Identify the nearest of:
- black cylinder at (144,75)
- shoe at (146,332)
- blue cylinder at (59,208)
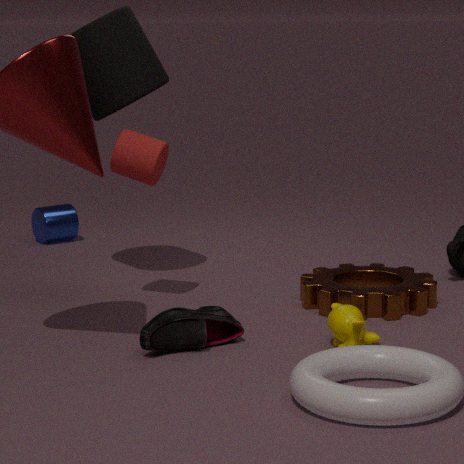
shoe at (146,332)
